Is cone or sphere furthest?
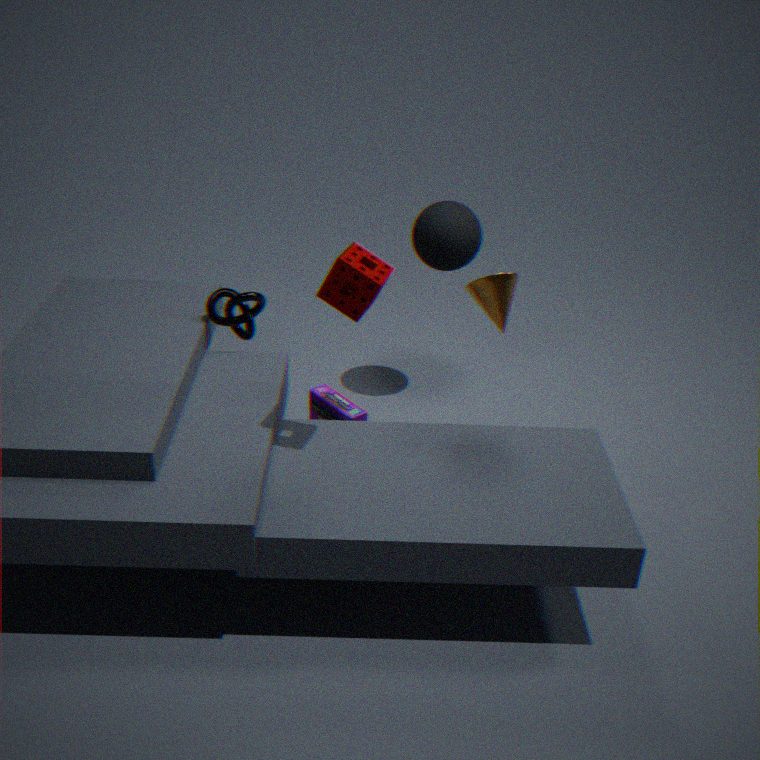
sphere
